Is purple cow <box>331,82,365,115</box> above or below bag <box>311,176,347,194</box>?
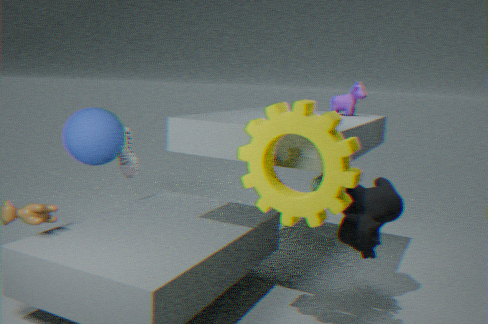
above
